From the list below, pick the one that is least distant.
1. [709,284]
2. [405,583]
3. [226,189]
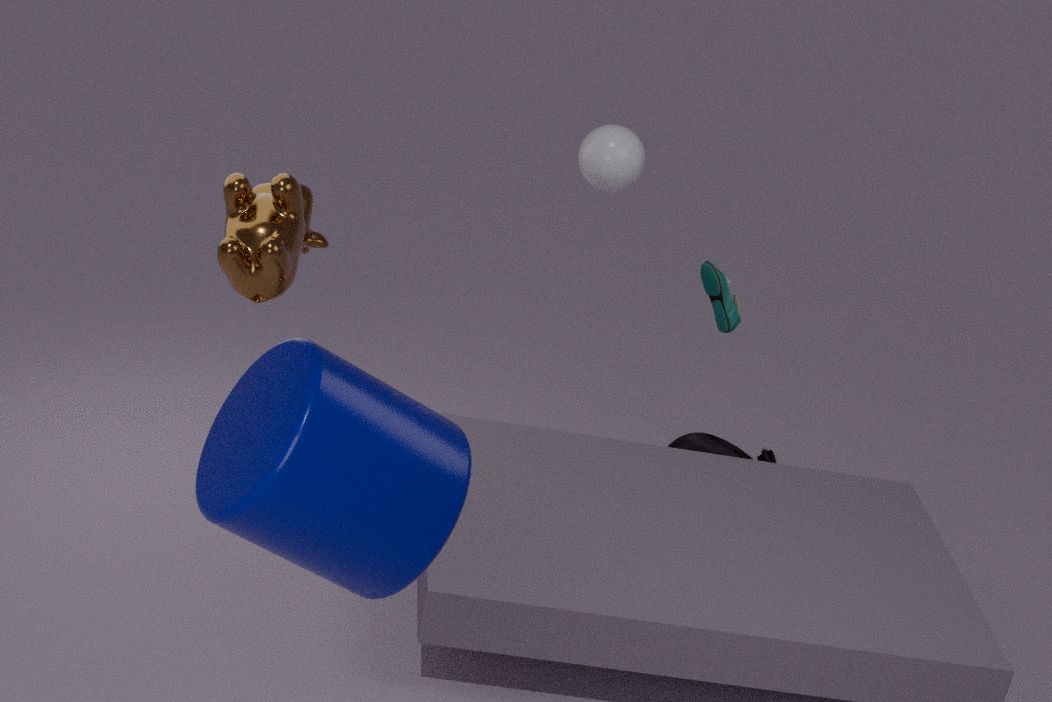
[405,583]
